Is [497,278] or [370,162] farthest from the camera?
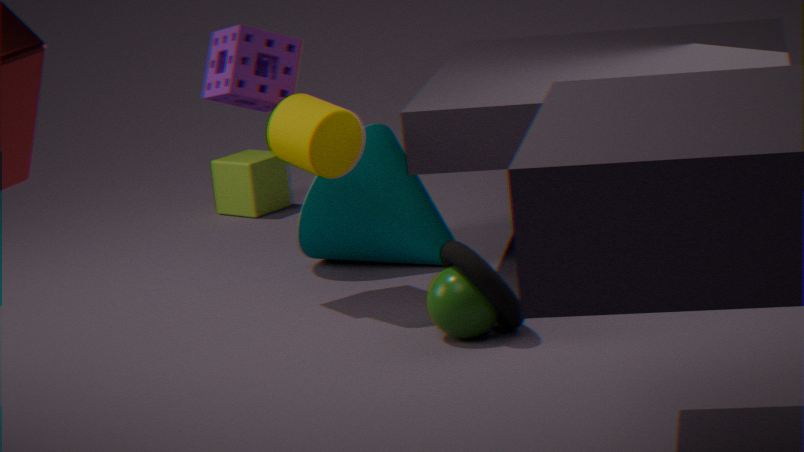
[370,162]
